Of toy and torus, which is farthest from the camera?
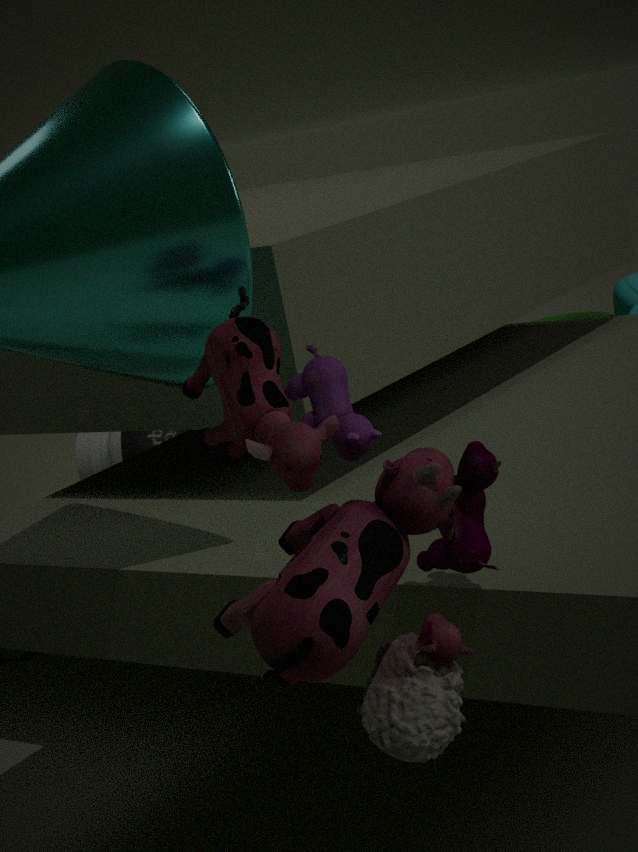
torus
